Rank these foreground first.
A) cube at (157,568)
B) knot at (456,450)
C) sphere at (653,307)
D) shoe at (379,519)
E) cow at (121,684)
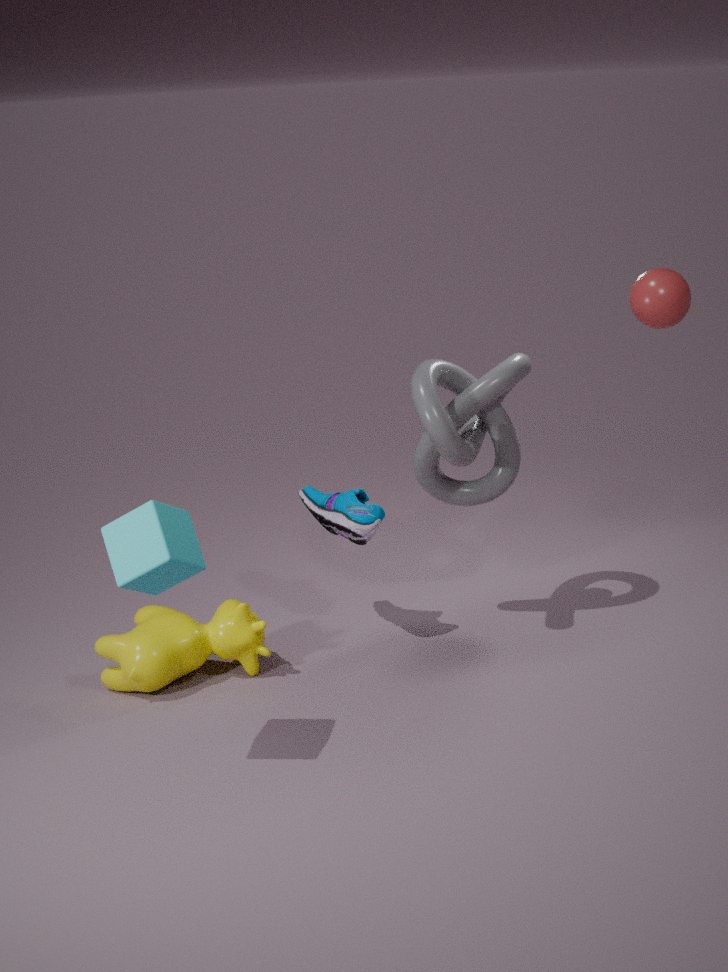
cube at (157,568) < sphere at (653,307) < cow at (121,684) < knot at (456,450) < shoe at (379,519)
